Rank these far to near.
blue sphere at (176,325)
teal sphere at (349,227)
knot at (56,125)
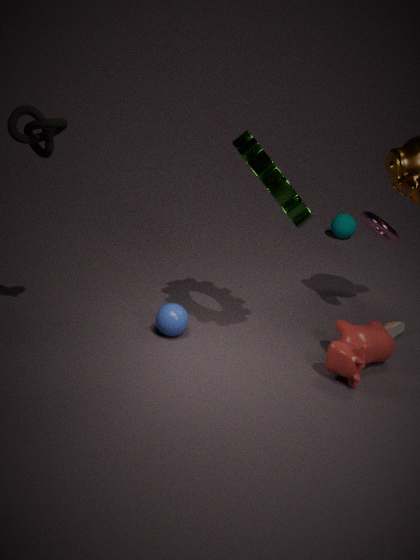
teal sphere at (349,227) → blue sphere at (176,325) → knot at (56,125)
